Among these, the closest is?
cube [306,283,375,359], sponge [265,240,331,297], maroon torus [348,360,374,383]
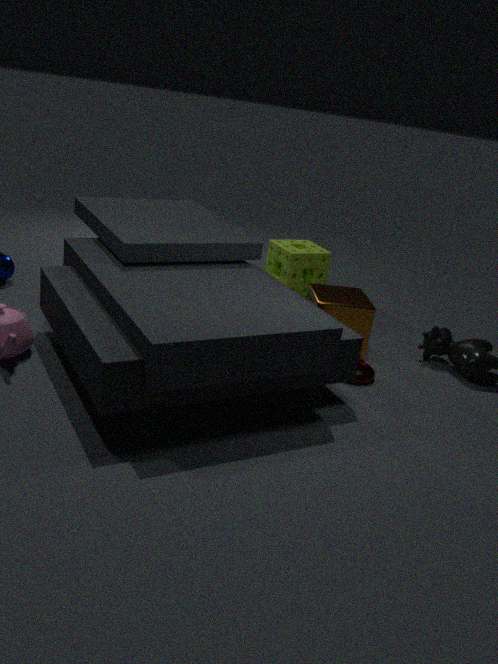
maroon torus [348,360,374,383]
